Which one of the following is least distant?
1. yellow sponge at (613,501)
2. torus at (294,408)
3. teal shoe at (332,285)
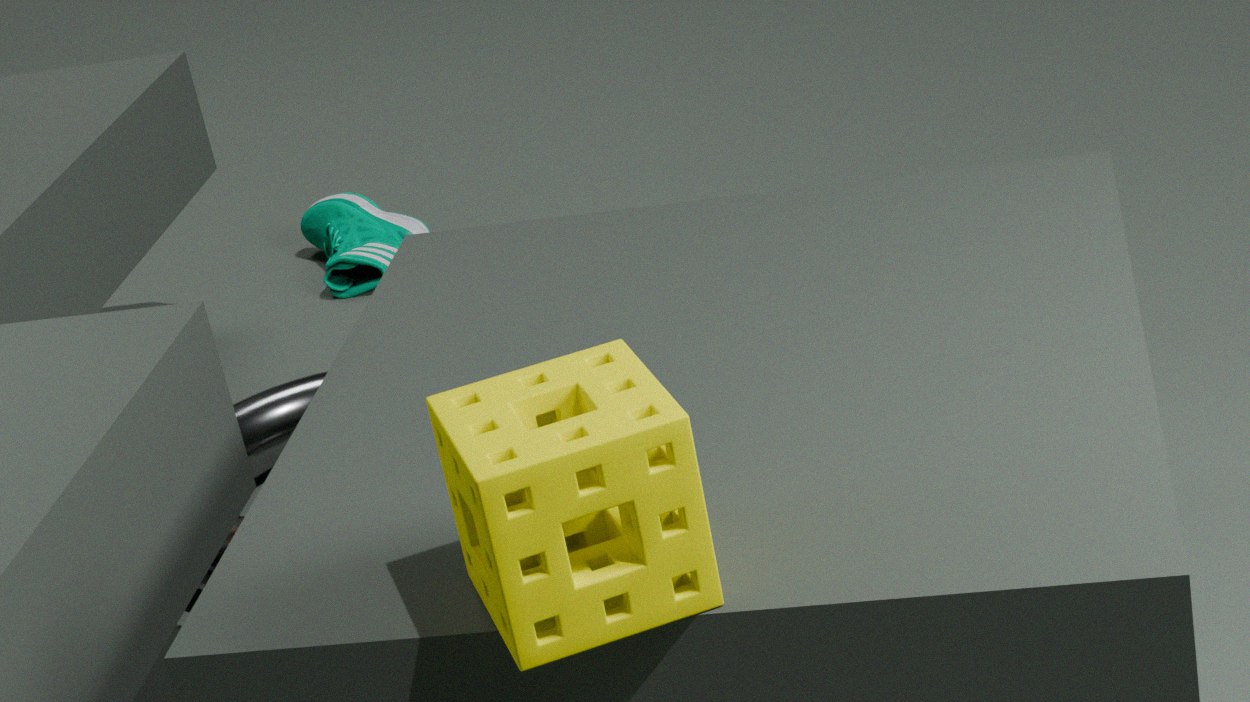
yellow sponge at (613,501)
